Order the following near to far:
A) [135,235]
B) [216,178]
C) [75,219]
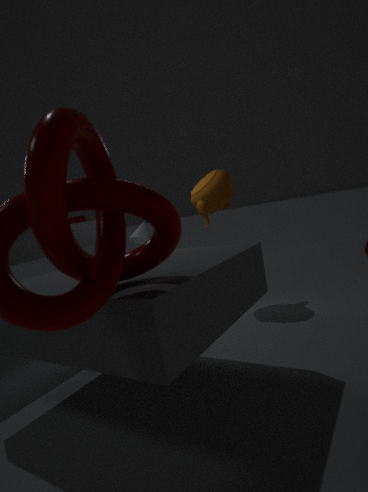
[216,178] → [75,219] → [135,235]
